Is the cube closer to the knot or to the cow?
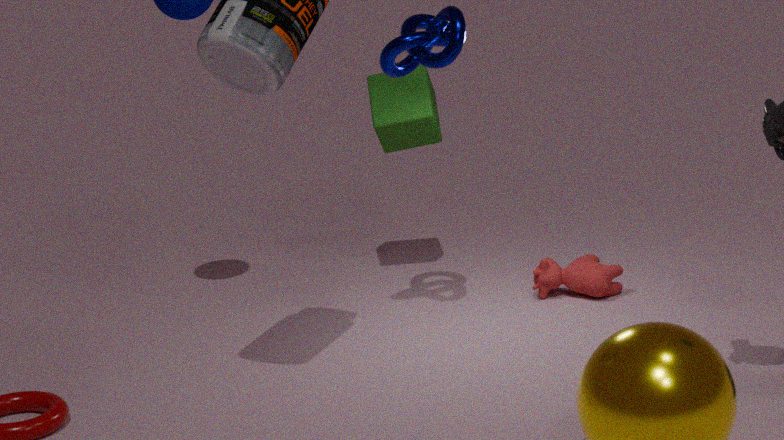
the knot
